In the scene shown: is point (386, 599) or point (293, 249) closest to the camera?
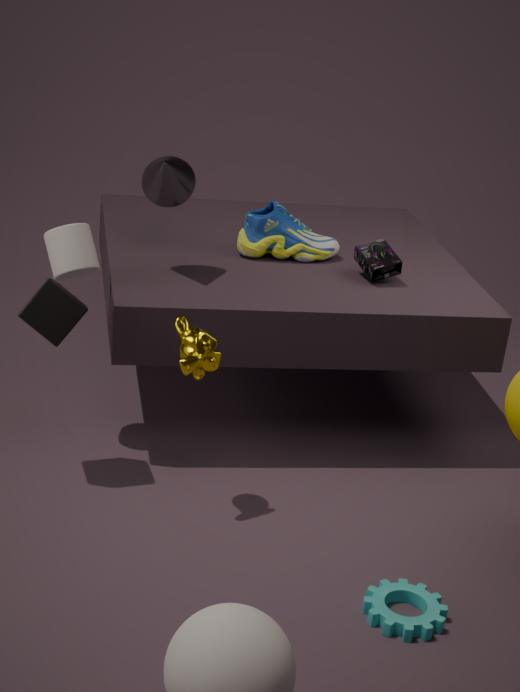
point (386, 599)
